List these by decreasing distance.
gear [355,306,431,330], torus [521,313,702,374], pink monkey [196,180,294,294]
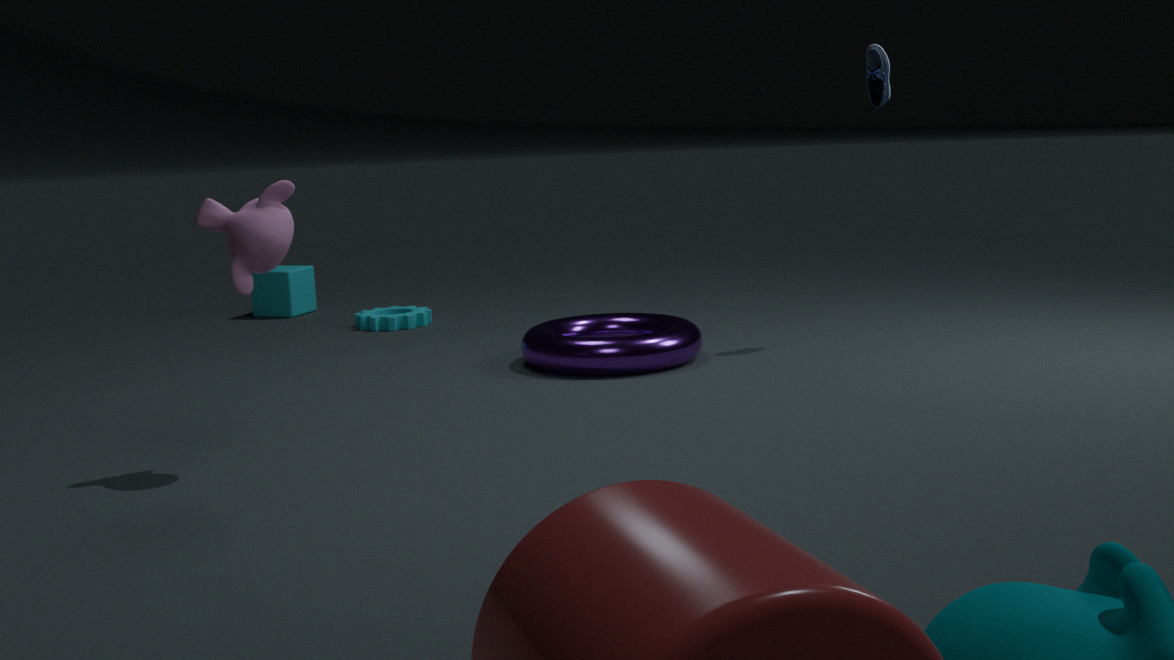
gear [355,306,431,330] → torus [521,313,702,374] → pink monkey [196,180,294,294]
